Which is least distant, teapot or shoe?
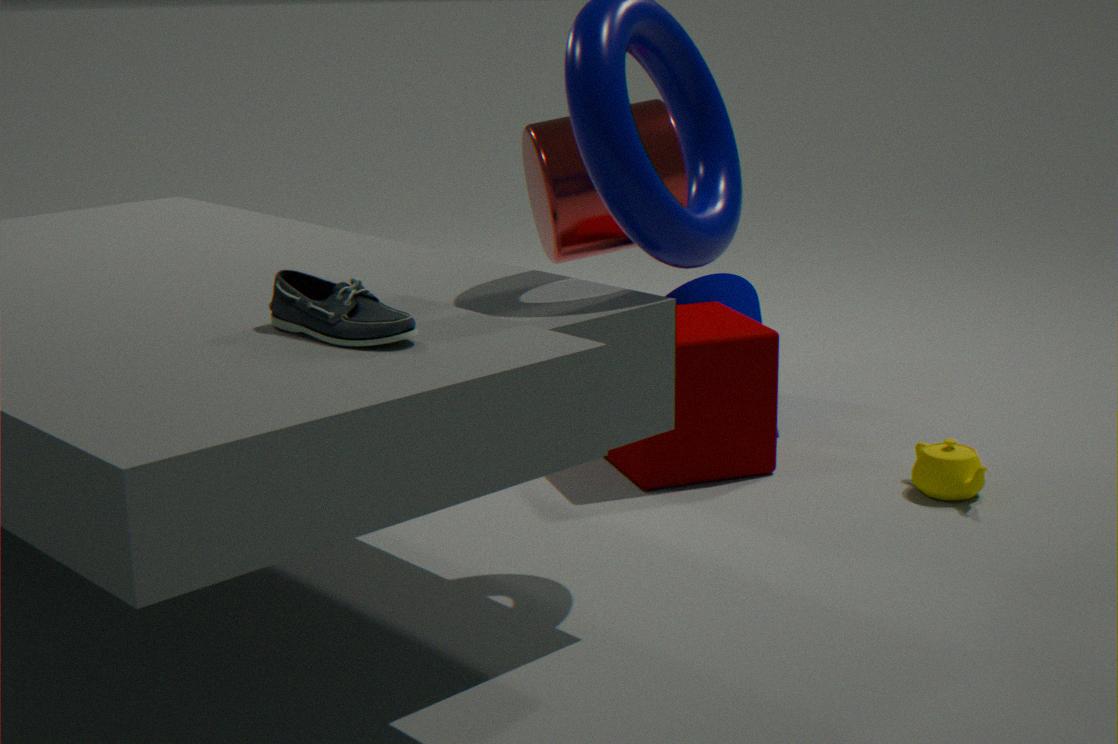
shoe
